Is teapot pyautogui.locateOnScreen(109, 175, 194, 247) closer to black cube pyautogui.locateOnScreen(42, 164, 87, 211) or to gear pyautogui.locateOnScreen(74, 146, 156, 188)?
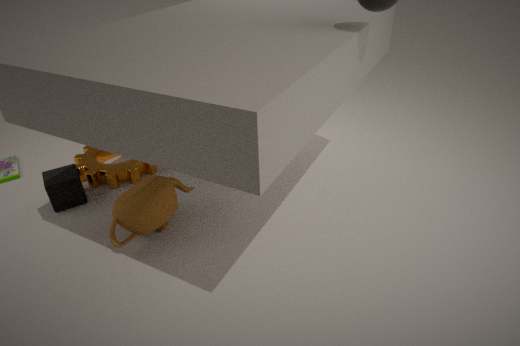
gear pyautogui.locateOnScreen(74, 146, 156, 188)
